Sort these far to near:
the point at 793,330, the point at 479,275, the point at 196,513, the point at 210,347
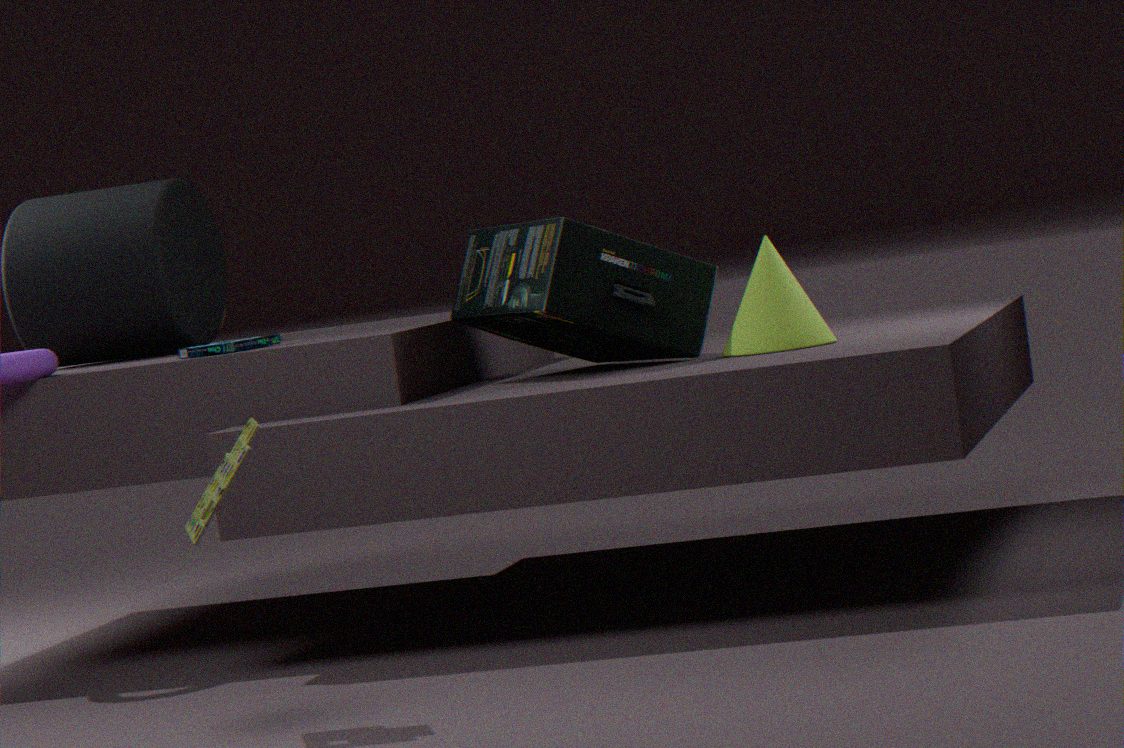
the point at 479,275
the point at 210,347
the point at 793,330
the point at 196,513
